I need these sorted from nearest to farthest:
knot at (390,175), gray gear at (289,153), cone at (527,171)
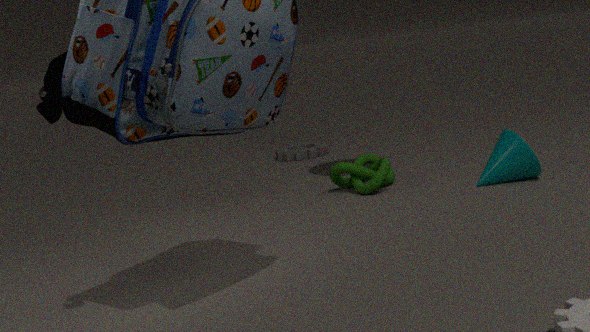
cone at (527,171) < knot at (390,175) < gray gear at (289,153)
